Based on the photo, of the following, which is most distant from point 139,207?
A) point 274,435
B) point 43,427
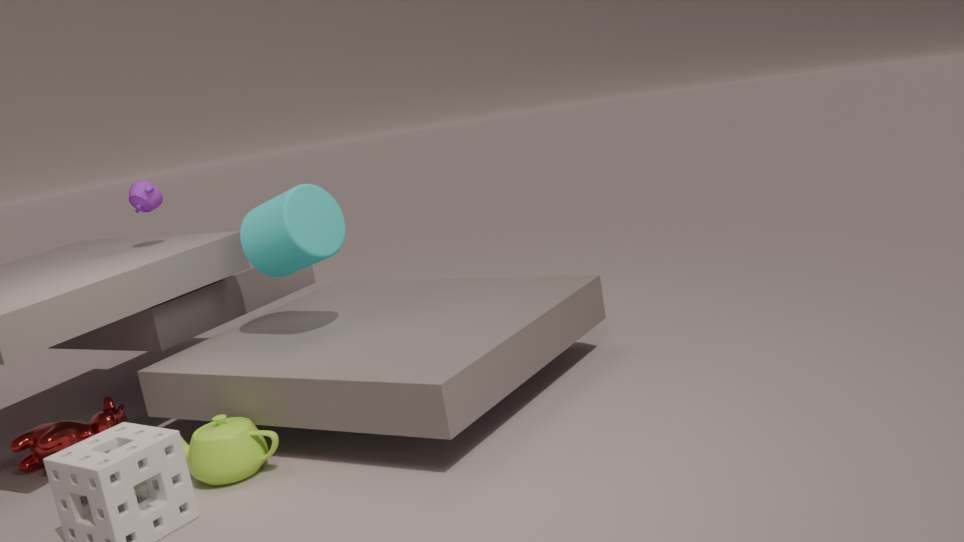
point 274,435
